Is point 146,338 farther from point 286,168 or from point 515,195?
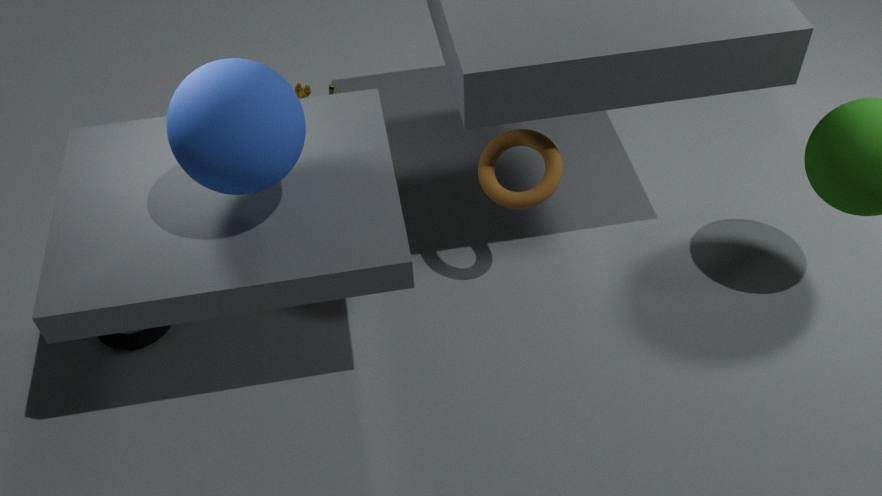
point 515,195
